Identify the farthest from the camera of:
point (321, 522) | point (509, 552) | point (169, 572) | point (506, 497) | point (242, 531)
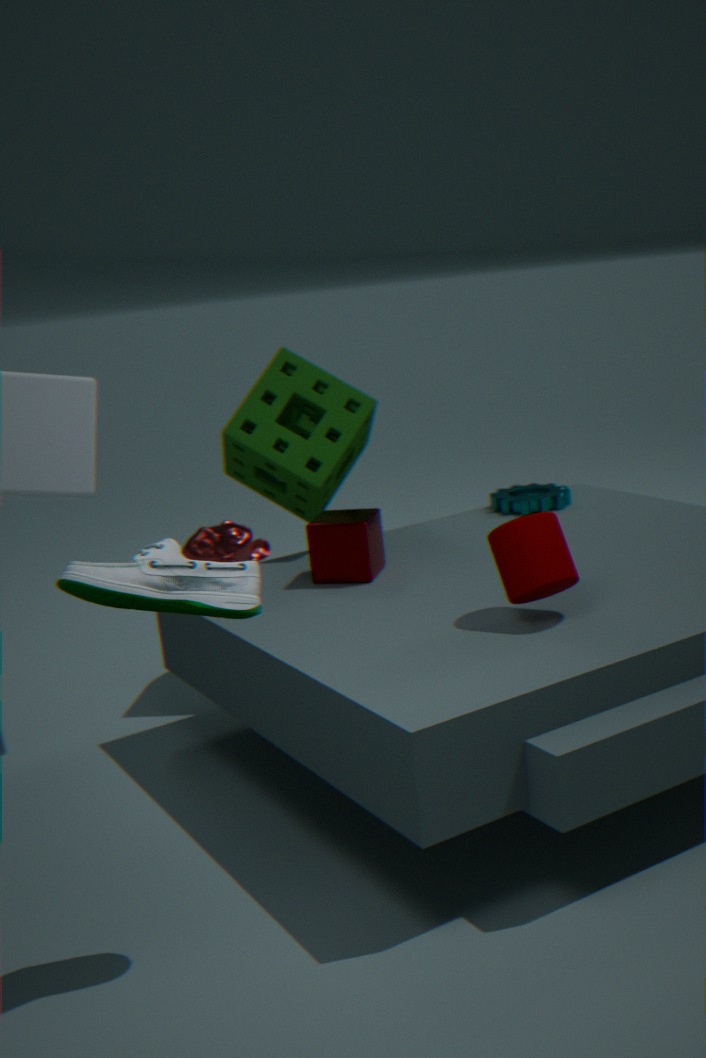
point (242, 531)
